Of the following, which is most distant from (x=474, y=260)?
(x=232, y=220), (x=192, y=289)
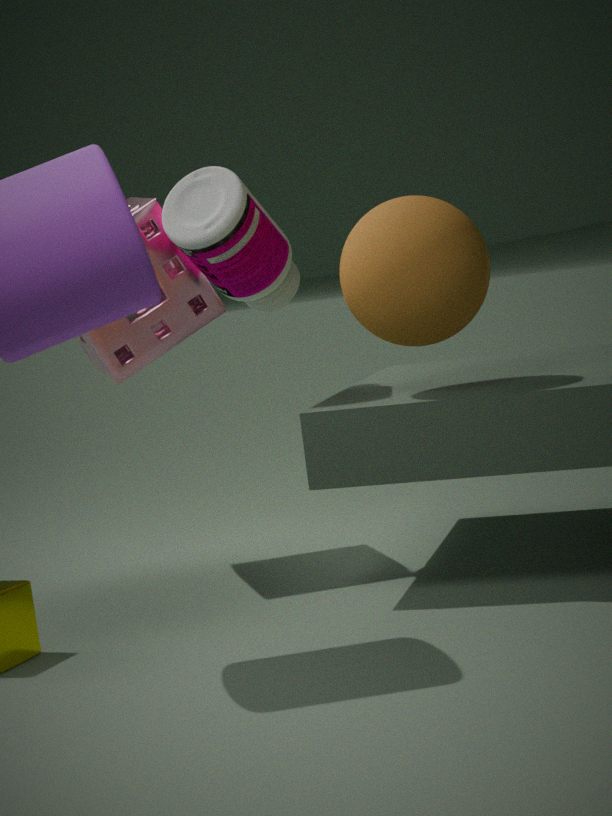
(x=192, y=289)
